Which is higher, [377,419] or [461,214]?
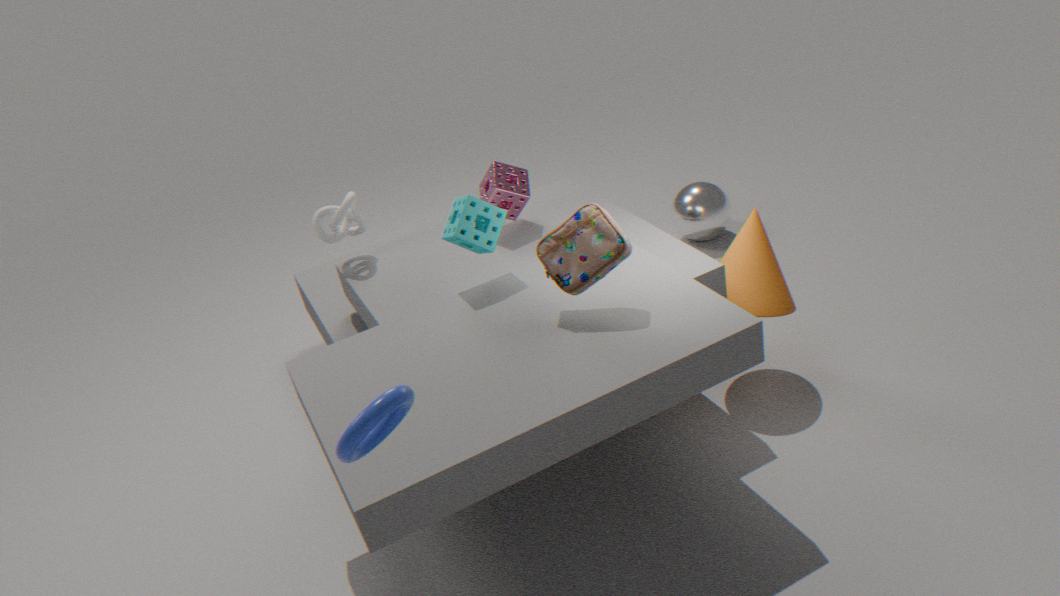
[377,419]
